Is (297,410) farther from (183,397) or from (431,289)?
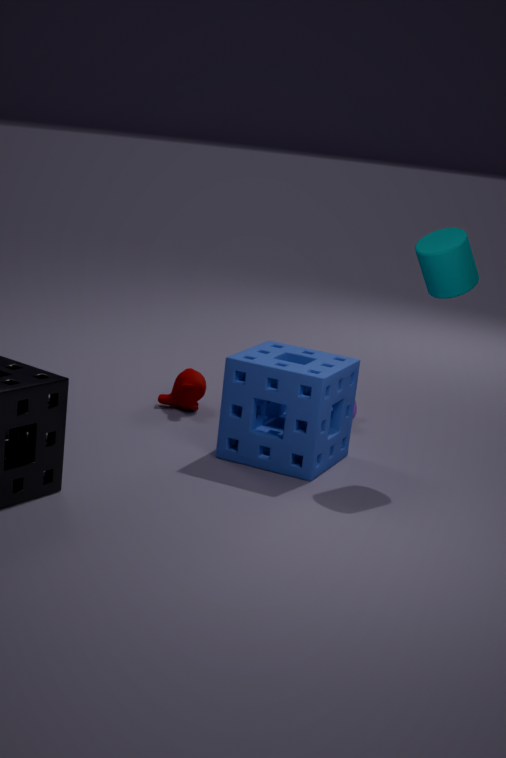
(431,289)
